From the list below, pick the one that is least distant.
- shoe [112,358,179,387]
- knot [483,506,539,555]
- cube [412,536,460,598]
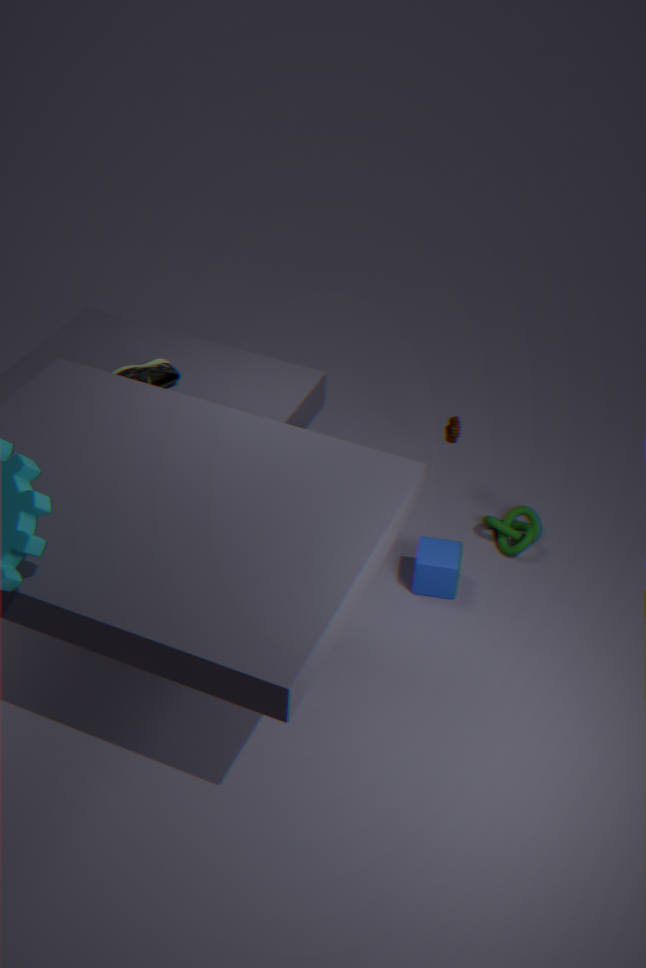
cube [412,536,460,598]
